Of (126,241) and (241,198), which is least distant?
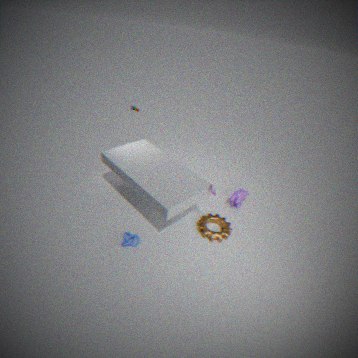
(126,241)
